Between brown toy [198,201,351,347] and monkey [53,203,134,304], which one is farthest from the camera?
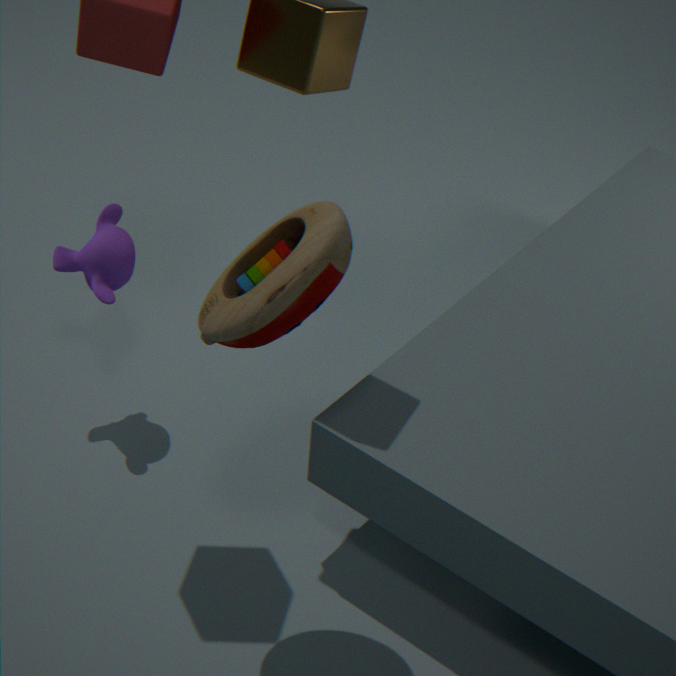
monkey [53,203,134,304]
